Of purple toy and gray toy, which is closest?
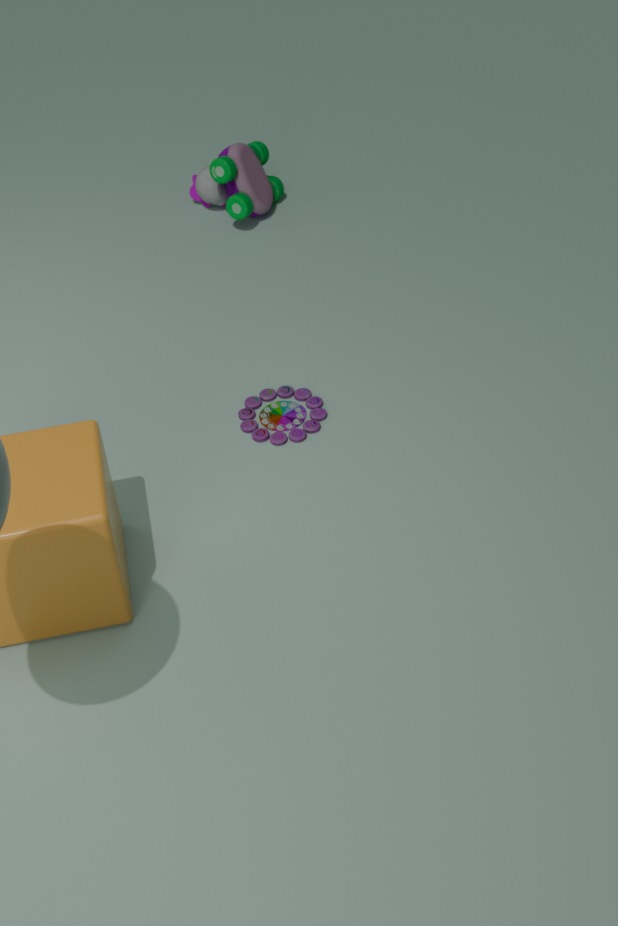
purple toy
